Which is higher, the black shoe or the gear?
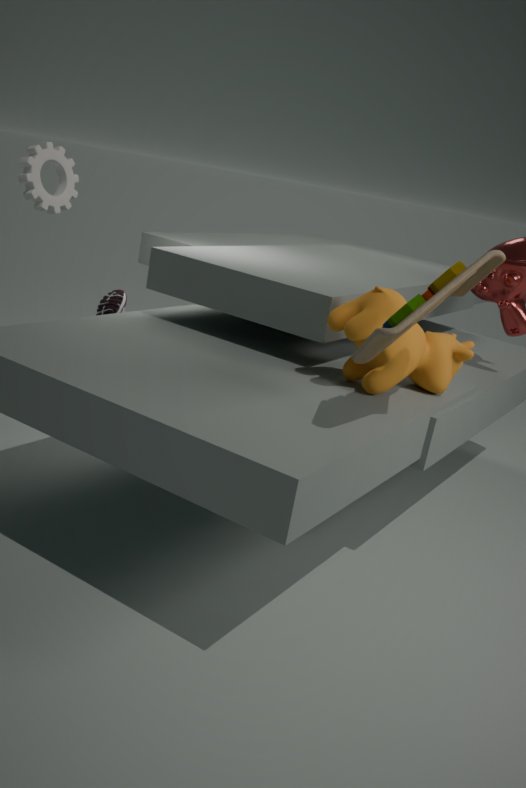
the gear
